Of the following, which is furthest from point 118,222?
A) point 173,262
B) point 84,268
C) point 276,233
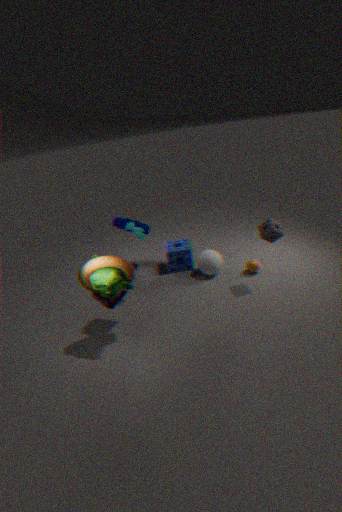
point 276,233
